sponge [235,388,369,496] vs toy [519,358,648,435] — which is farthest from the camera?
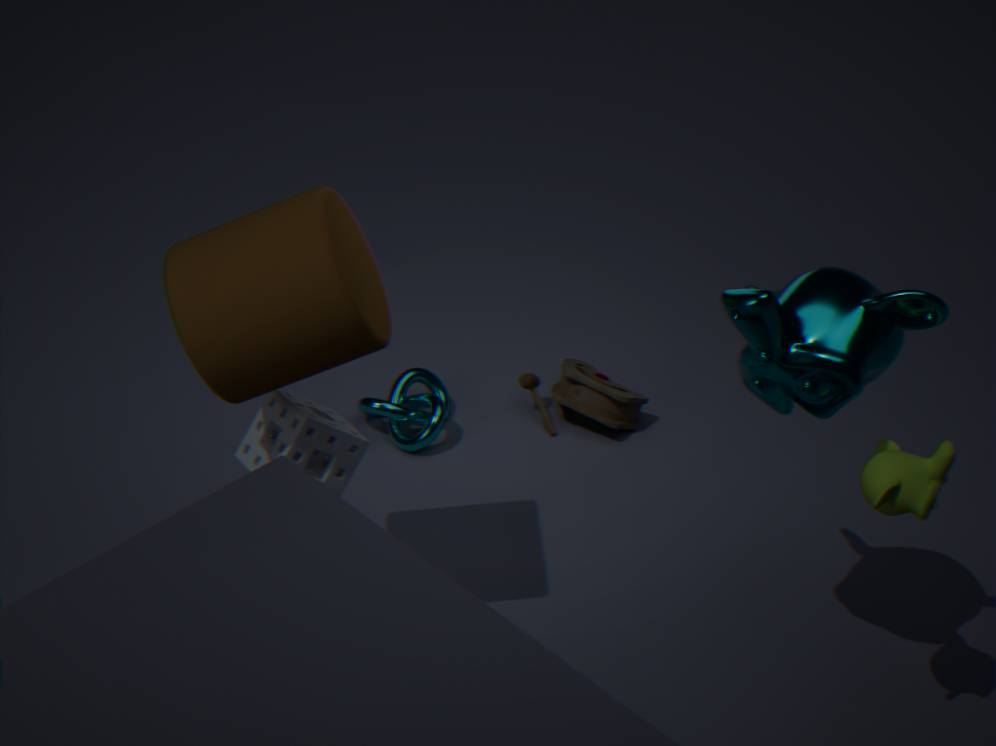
toy [519,358,648,435]
